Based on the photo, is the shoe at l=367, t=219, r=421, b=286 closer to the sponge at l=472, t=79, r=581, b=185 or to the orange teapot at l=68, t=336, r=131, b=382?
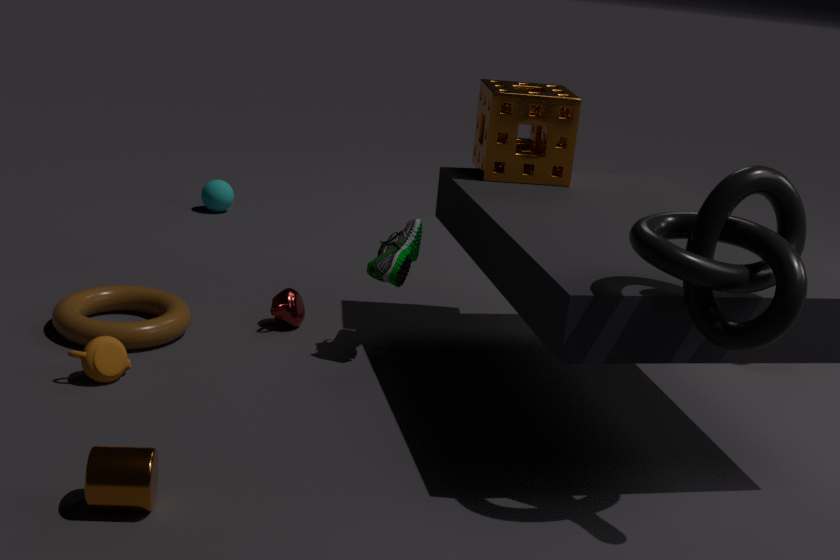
the sponge at l=472, t=79, r=581, b=185
